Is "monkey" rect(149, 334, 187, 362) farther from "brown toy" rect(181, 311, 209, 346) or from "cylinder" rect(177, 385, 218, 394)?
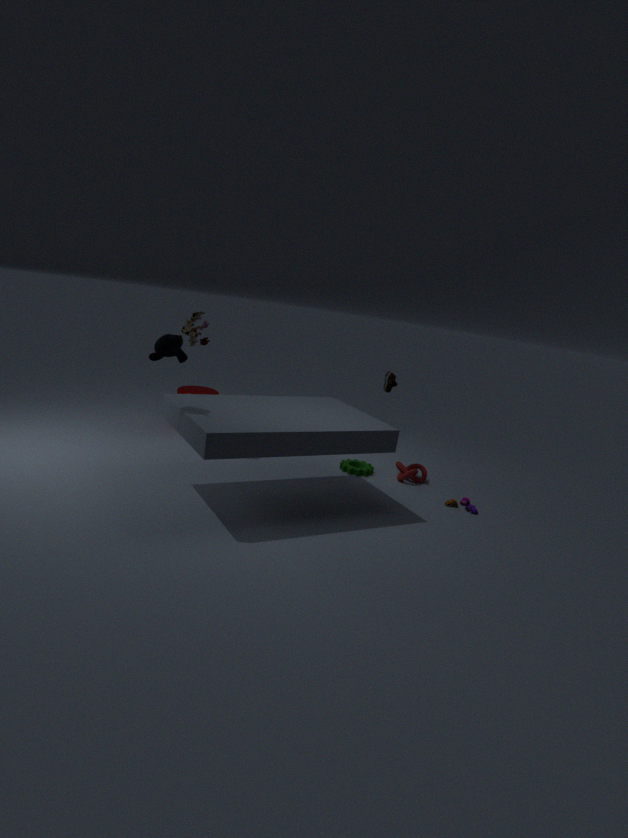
"cylinder" rect(177, 385, 218, 394)
